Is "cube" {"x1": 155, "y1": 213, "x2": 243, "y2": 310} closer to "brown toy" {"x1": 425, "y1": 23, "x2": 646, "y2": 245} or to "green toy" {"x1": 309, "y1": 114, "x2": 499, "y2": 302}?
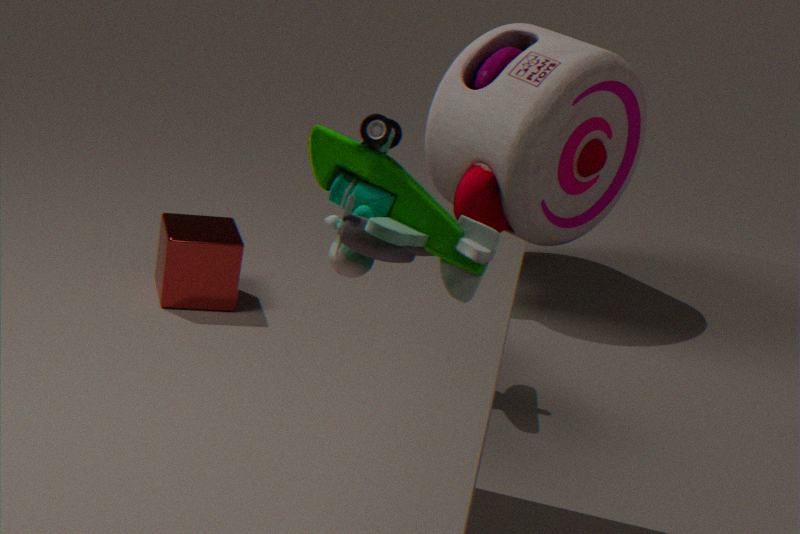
"brown toy" {"x1": 425, "y1": 23, "x2": 646, "y2": 245}
